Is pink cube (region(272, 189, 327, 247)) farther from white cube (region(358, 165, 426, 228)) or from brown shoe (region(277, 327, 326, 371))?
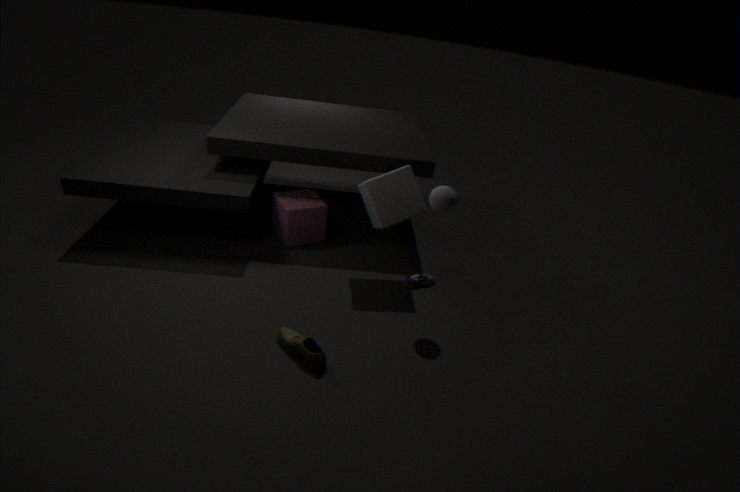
brown shoe (region(277, 327, 326, 371))
